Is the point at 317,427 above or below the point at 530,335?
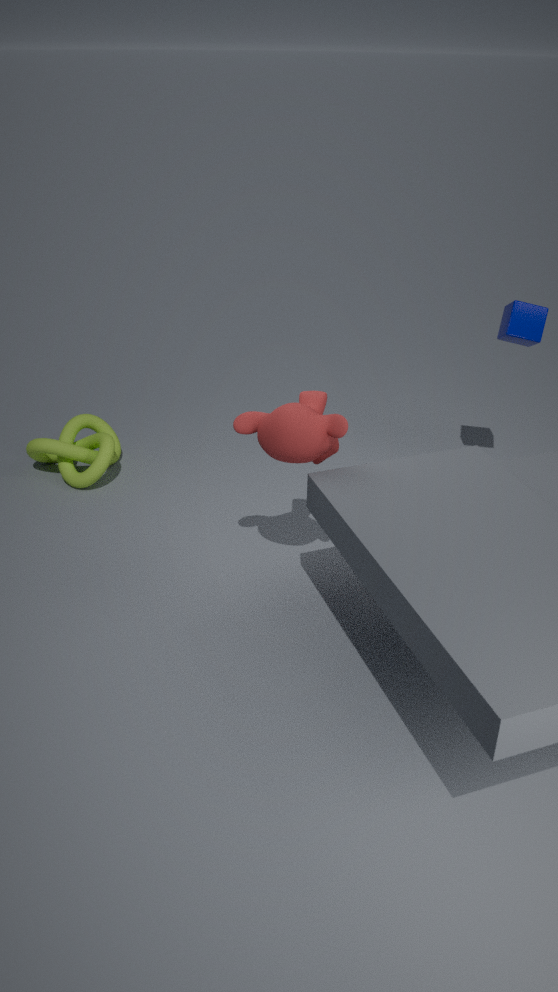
below
